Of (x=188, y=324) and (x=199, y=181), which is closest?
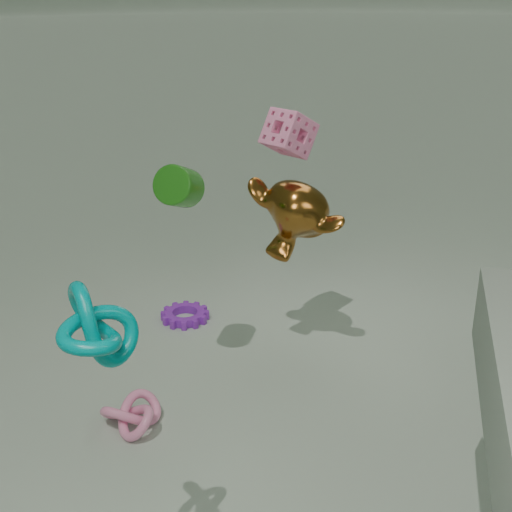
(x=199, y=181)
